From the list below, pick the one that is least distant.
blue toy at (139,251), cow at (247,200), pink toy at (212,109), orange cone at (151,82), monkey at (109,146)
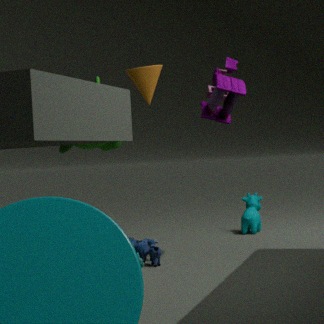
blue toy at (139,251)
